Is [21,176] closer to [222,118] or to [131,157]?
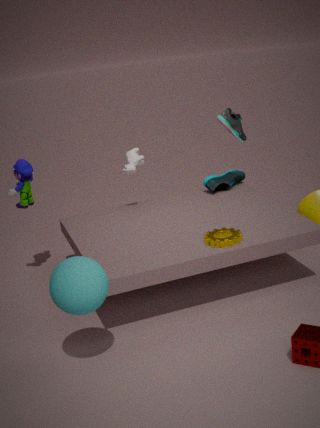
[131,157]
